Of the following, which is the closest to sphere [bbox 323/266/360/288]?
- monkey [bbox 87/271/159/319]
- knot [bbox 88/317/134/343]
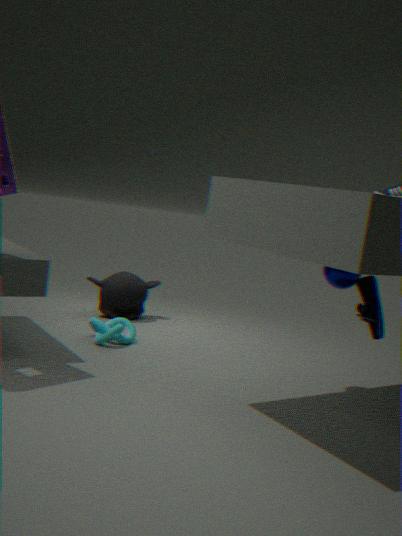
knot [bbox 88/317/134/343]
